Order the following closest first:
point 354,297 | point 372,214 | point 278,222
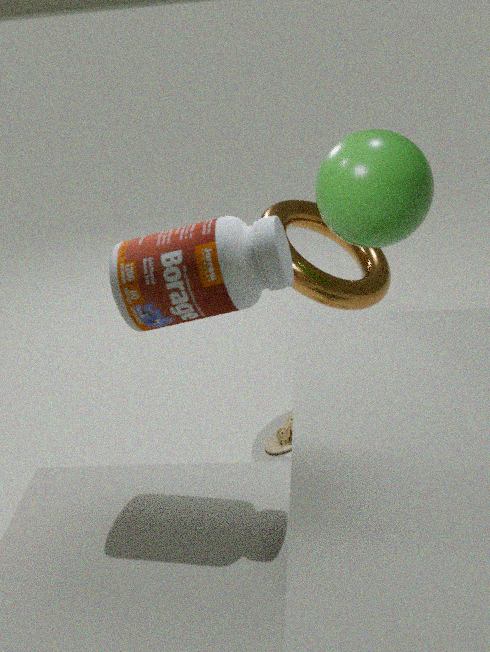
point 278,222
point 372,214
point 354,297
